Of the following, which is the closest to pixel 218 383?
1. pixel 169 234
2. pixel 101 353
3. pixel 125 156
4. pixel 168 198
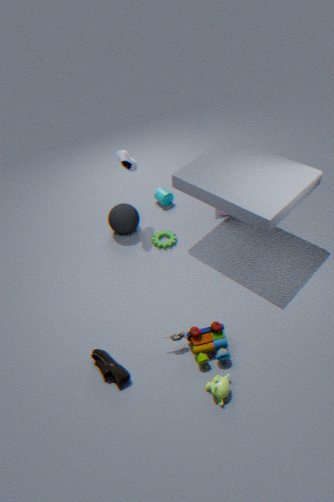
pixel 101 353
